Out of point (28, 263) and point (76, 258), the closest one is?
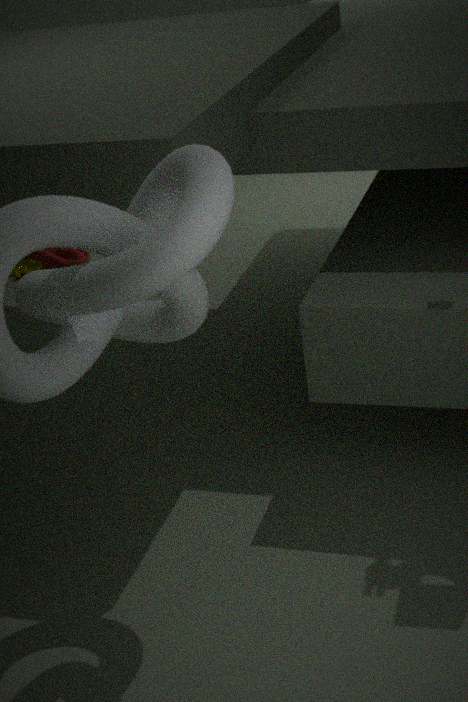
point (76, 258)
